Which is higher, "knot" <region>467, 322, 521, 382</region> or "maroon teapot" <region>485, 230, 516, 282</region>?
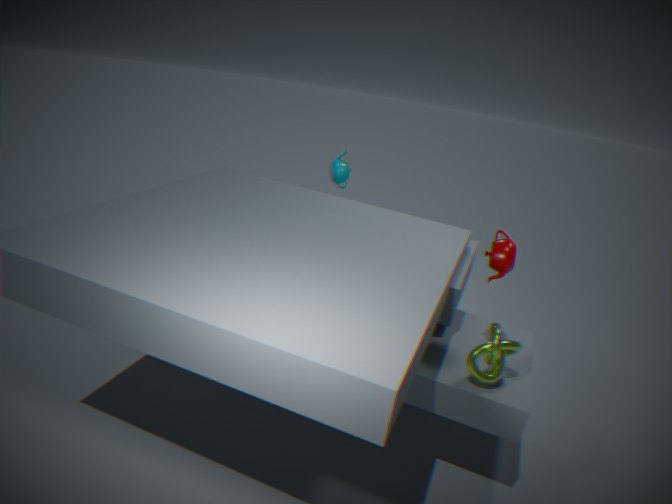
"maroon teapot" <region>485, 230, 516, 282</region>
